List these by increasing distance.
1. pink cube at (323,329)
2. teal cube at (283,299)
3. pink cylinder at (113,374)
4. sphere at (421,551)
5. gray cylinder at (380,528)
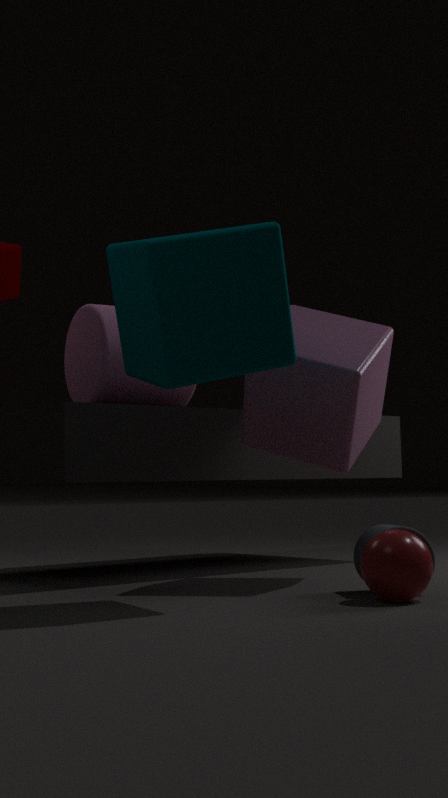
teal cube at (283,299) < sphere at (421,551) < gray cylinder at (380,528) < pink cube at (323,329) < pink cylinder at (113,374)
